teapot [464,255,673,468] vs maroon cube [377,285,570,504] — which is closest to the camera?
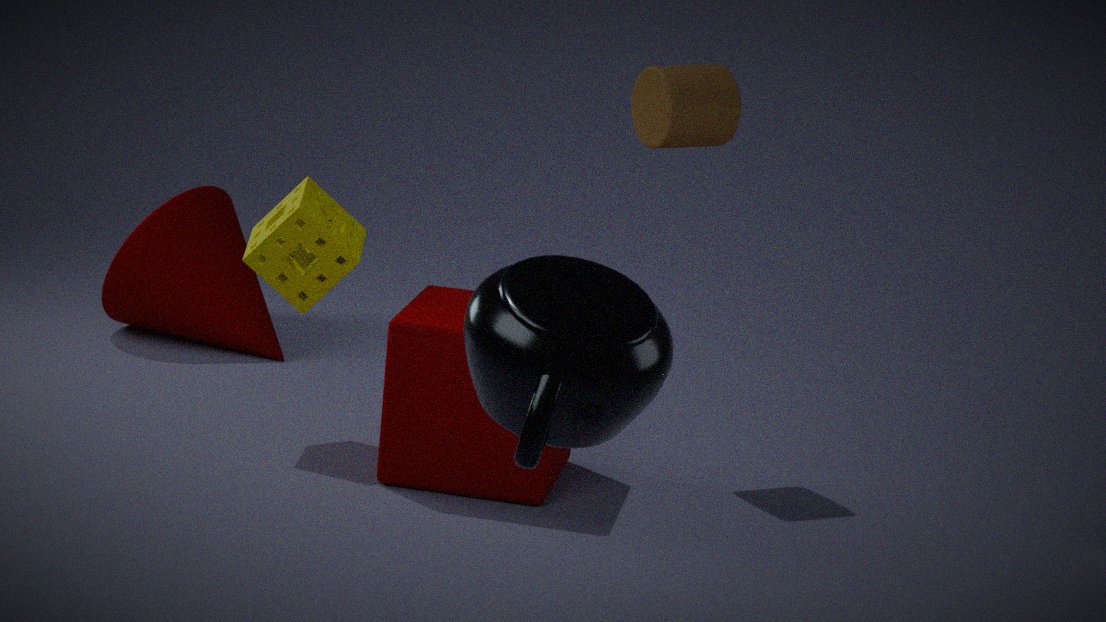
teapot [464,255,673,468]
